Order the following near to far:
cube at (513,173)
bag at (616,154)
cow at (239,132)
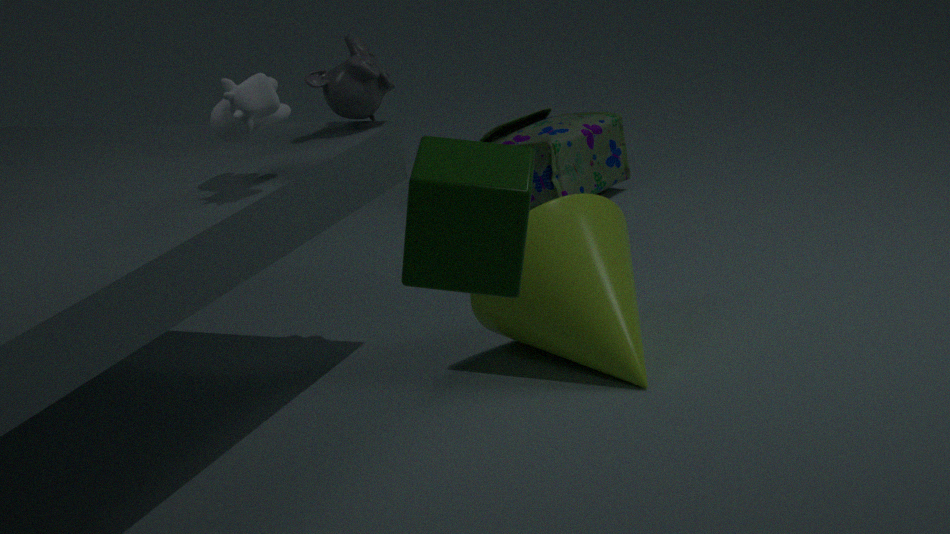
cube at (513,173) → cow at (239,132) → bag at (616,154)
